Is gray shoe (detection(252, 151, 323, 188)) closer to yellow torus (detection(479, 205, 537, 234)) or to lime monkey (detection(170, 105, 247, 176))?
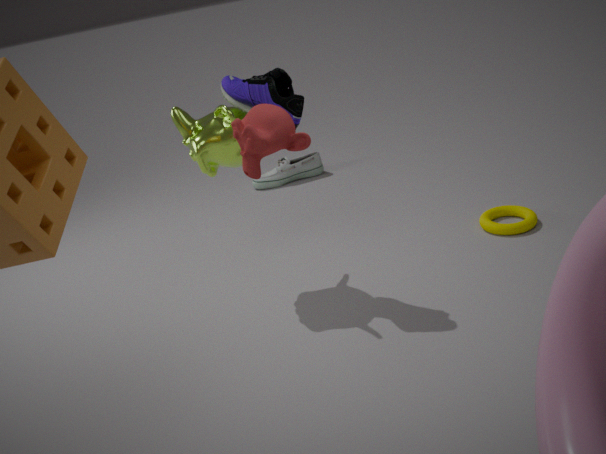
lime monkey (detection(170, 105, 247, 176))
